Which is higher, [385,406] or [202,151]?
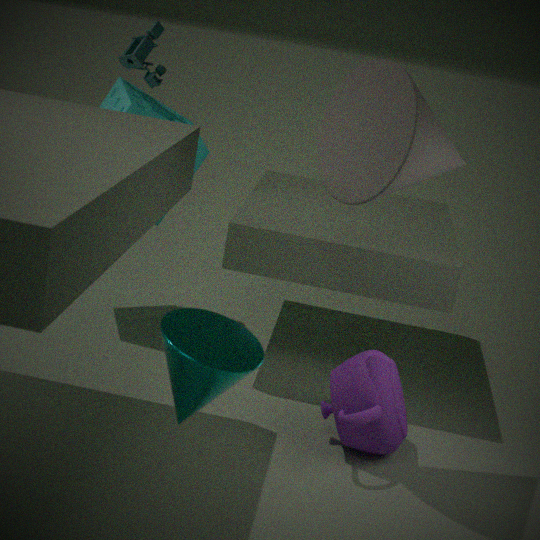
[202,151]
